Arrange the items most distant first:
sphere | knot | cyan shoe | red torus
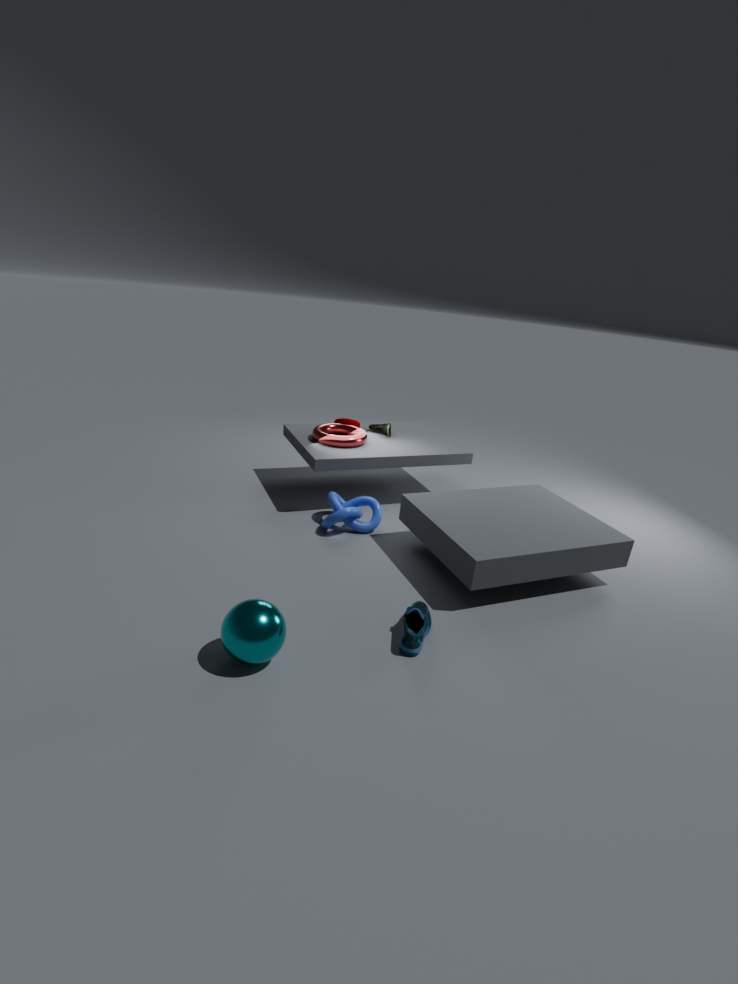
red torus < knot < cyan shoe < sphere
